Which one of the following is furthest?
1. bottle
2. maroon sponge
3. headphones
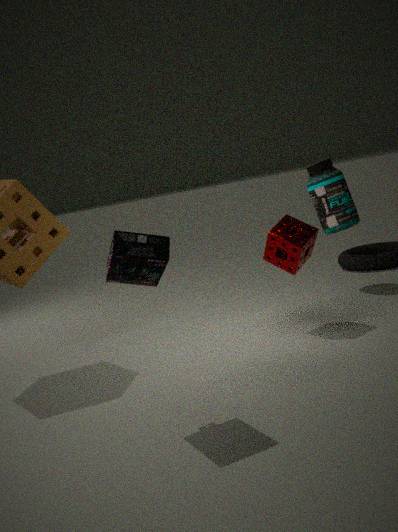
bottle
